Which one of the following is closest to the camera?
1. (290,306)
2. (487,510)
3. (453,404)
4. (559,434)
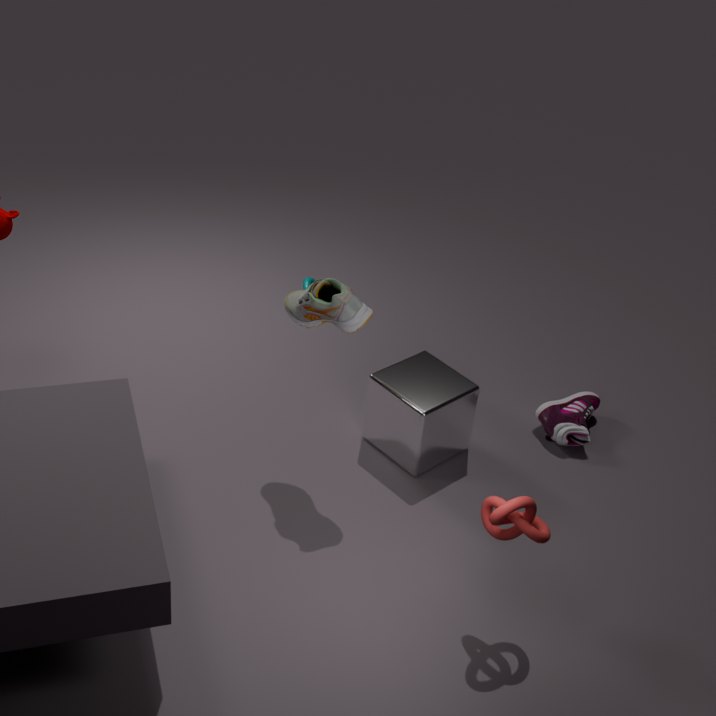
(487,510)
